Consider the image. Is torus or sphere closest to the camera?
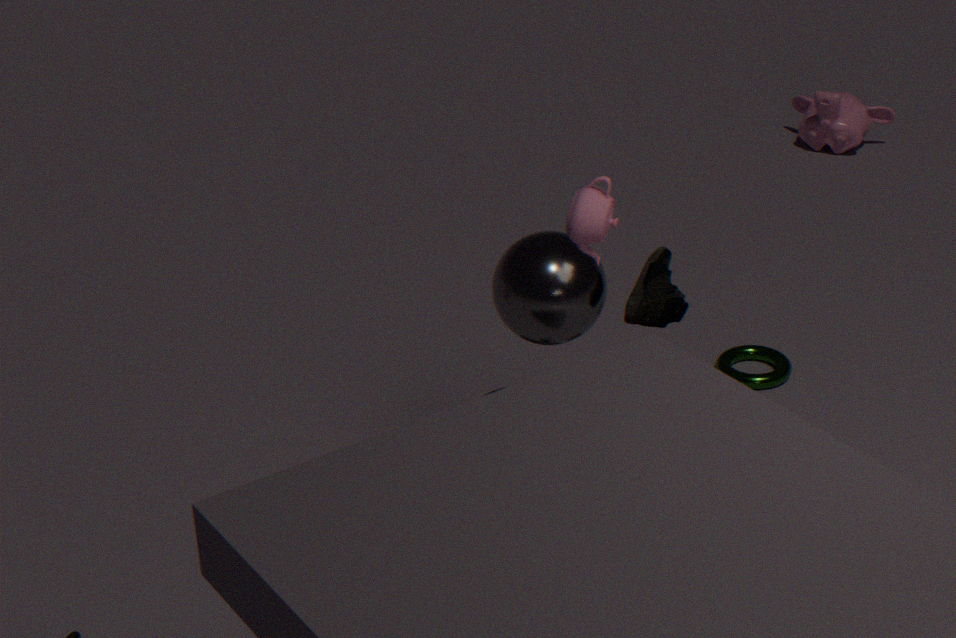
sphere
